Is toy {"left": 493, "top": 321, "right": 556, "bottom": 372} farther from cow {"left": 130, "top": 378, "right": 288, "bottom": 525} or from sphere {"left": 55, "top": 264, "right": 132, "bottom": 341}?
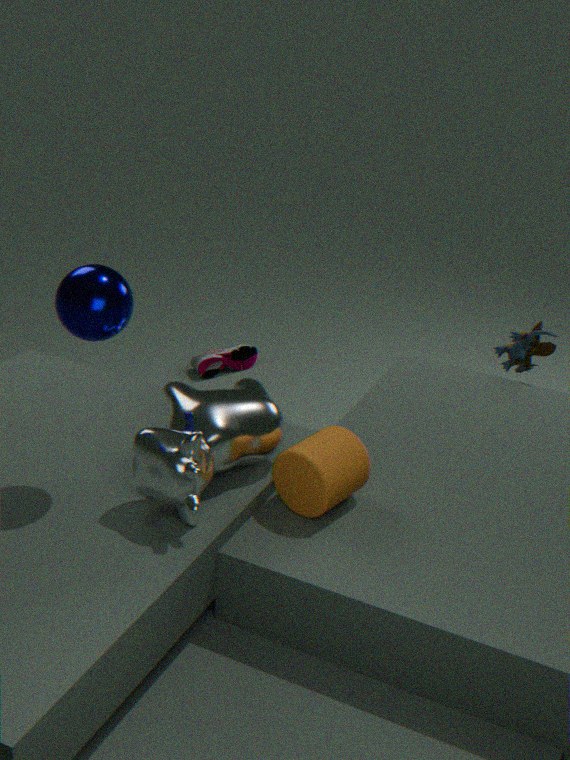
sphere {"left": 55, "top": 264, "right": 132, "bottom": 341}
